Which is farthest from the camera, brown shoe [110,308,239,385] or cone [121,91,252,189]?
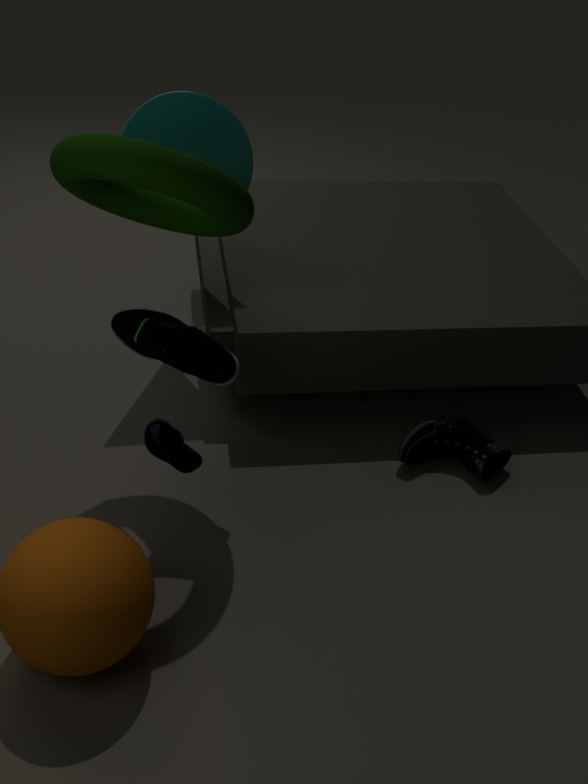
cone [121,91,252,189]
